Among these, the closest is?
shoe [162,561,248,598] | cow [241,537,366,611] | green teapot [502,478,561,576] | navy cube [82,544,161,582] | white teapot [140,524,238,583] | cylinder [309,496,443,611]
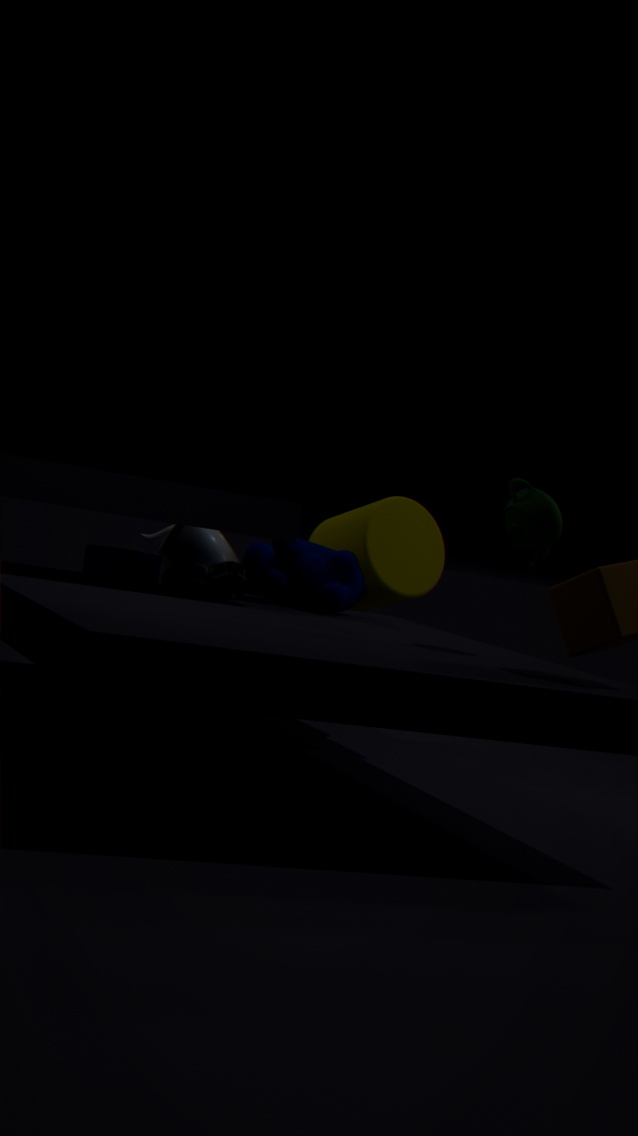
green teapot [502,478,561,576]
